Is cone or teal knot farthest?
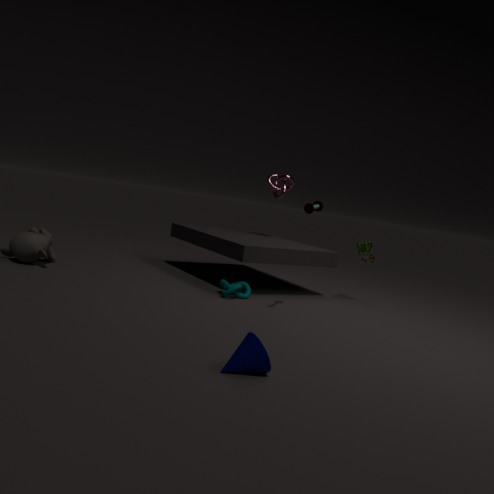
teal knot
